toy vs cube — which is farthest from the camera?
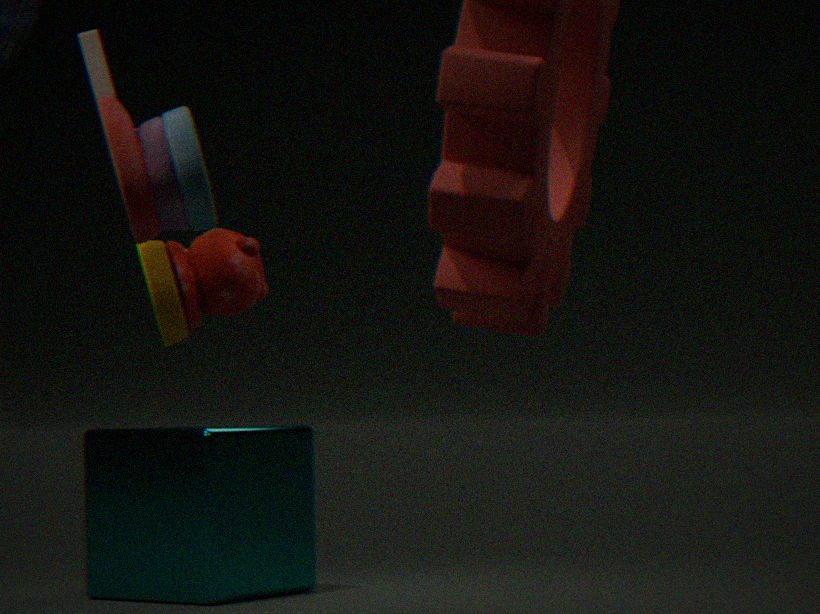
cube
